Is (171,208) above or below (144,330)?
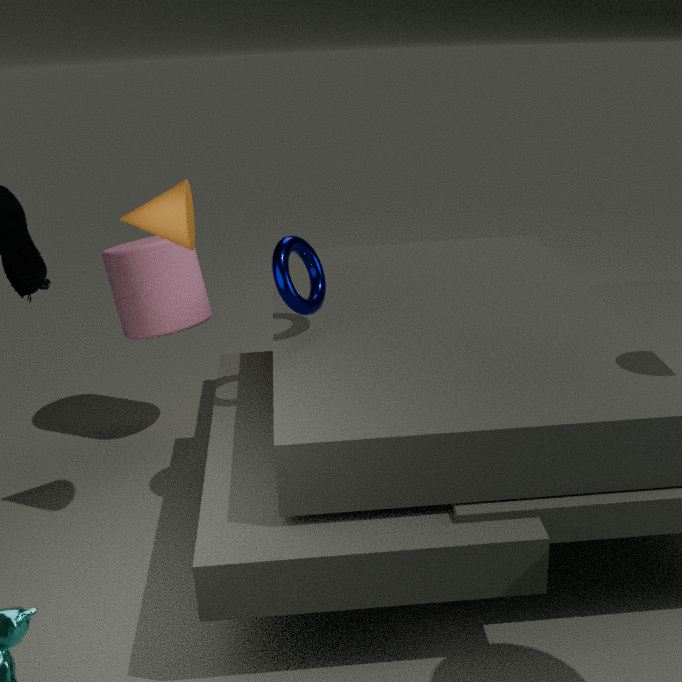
above
